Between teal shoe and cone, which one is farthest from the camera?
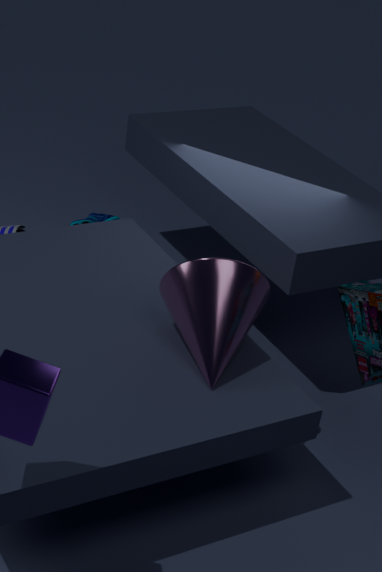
teal shoe
